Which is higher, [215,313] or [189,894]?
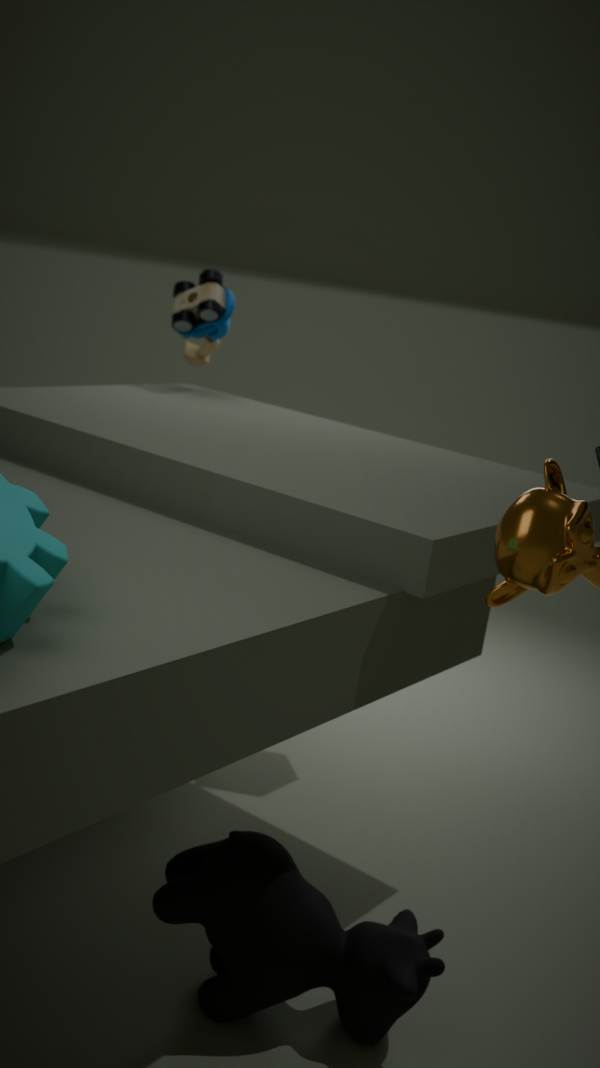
[215,313]
